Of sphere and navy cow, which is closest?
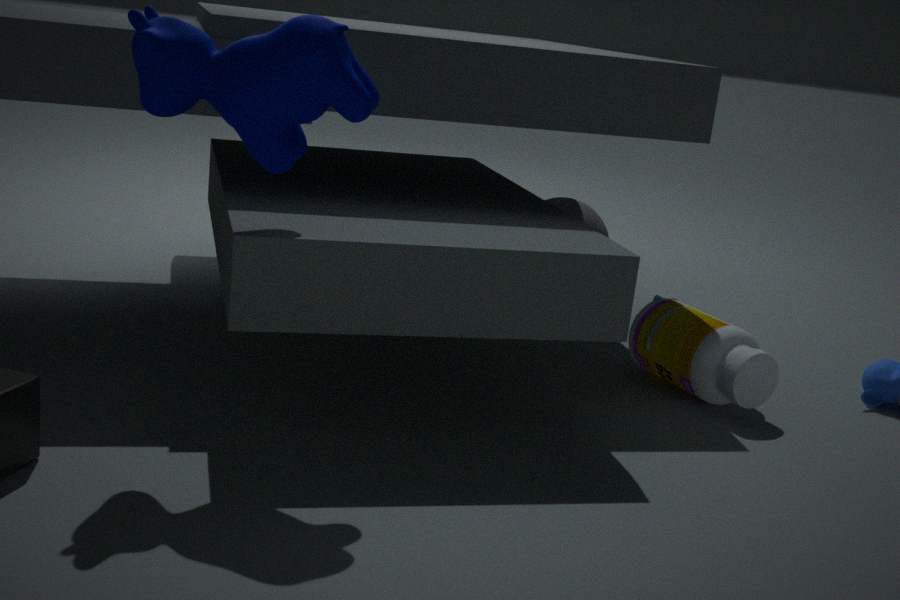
navy cow
